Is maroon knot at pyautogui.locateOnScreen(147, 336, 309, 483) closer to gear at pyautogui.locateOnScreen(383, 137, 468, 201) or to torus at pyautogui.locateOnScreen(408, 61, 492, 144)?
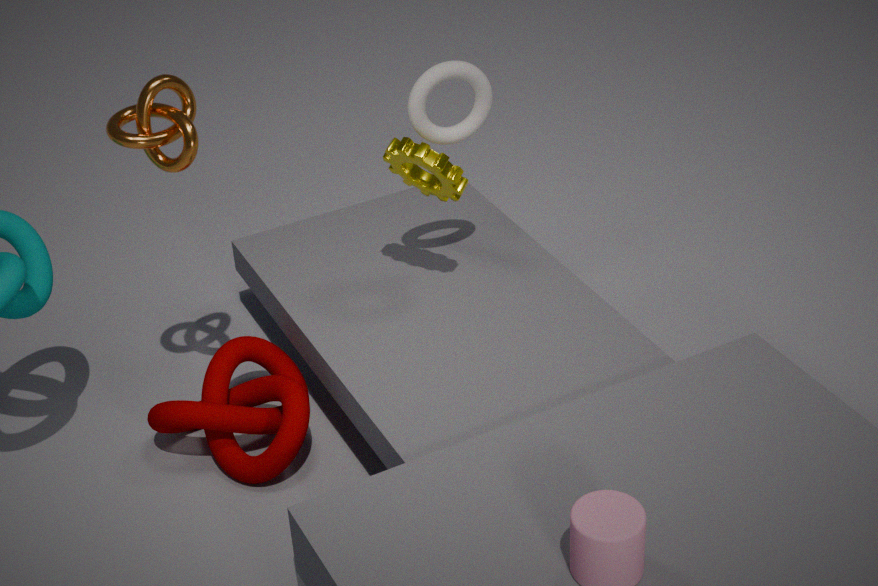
gear at pyautogui.locateOnScreen(383, 137, 468, 201)
